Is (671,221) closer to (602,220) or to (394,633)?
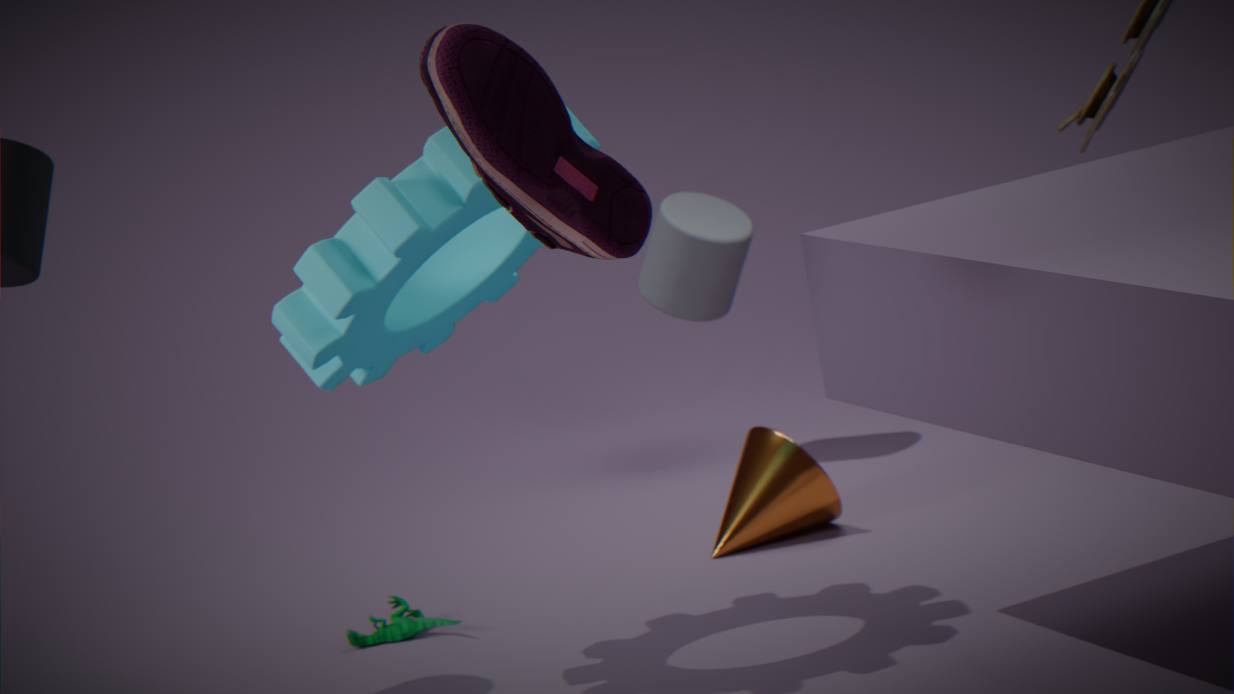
(394,633)
